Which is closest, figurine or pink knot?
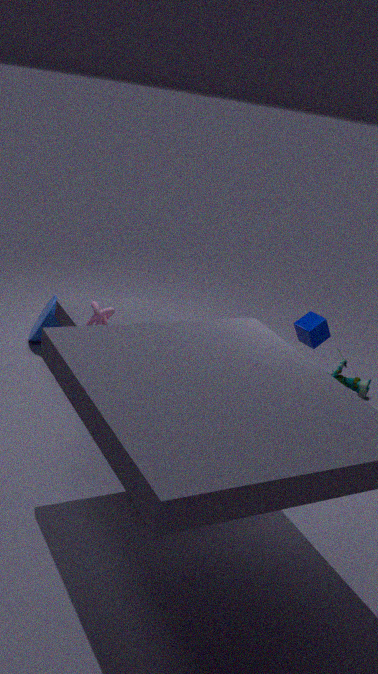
pink knot
